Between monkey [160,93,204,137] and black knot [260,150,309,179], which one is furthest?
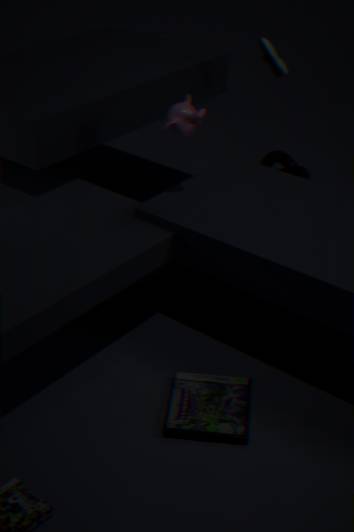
black knot [260,150,309,179]
